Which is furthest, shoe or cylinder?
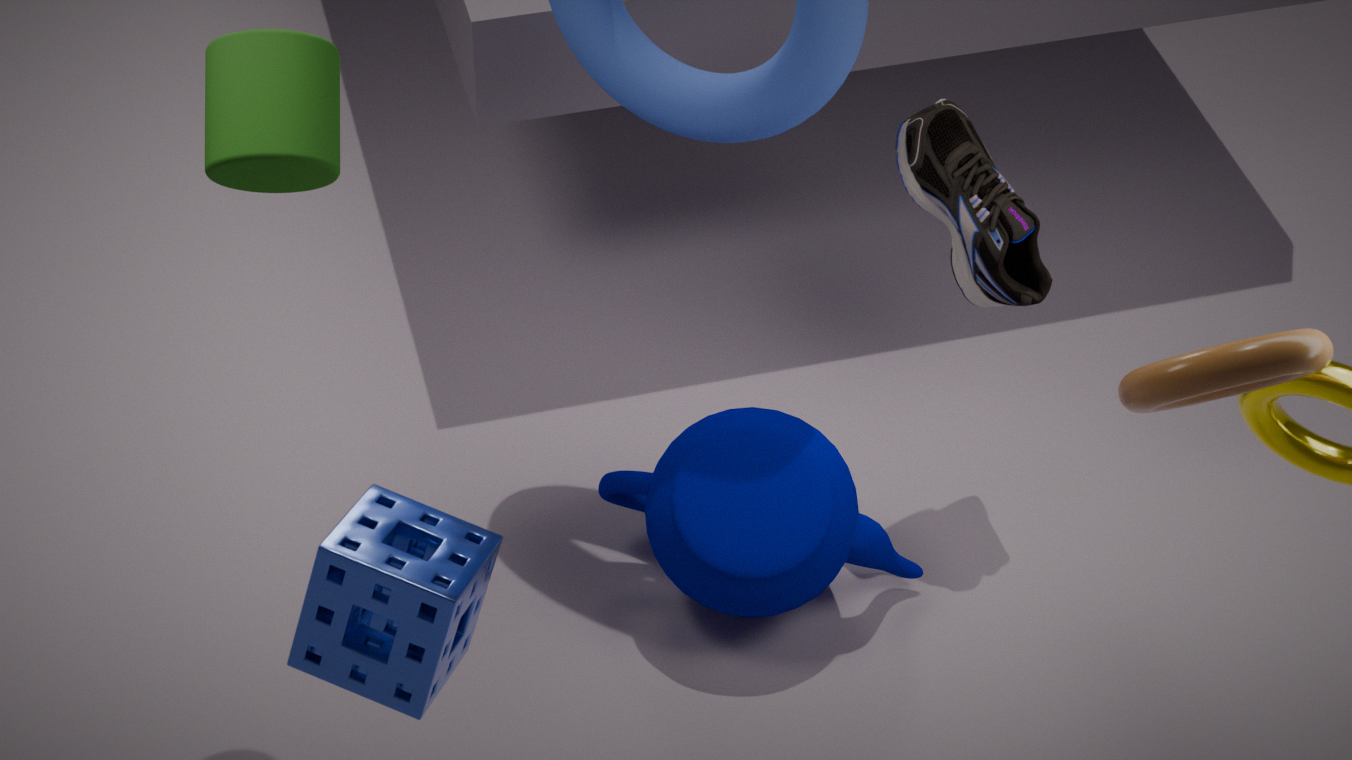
shoe
